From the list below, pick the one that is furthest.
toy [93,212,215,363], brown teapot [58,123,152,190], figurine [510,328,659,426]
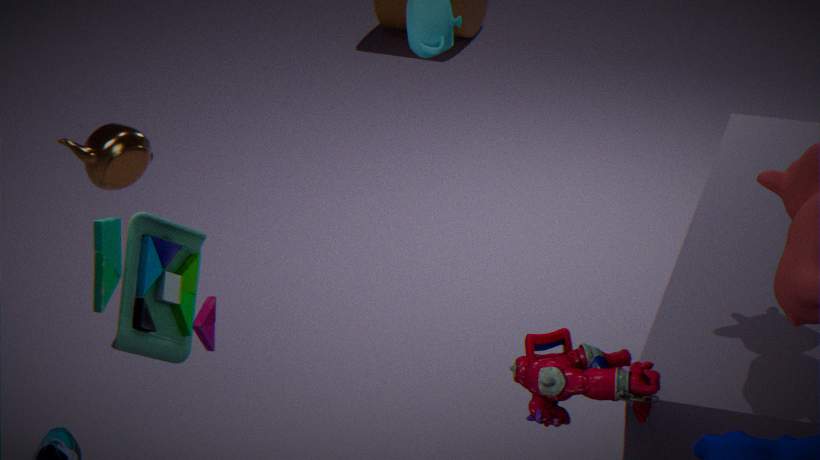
brown teapot [58,123,152,190]
